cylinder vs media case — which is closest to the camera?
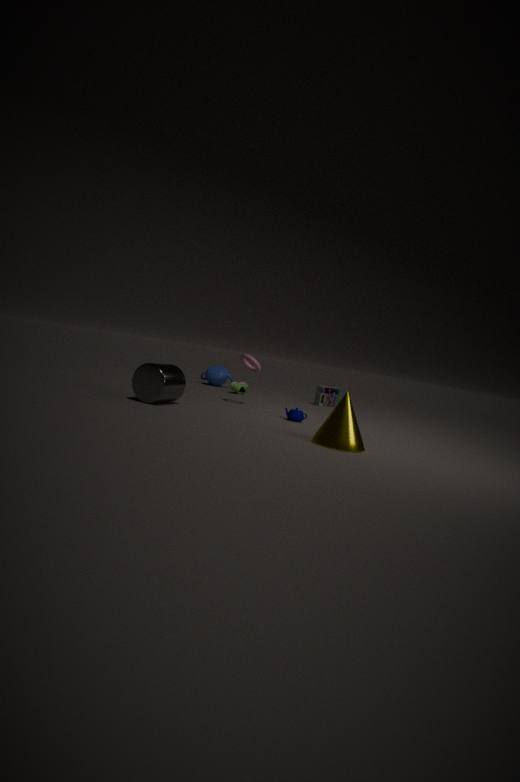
cylinder
